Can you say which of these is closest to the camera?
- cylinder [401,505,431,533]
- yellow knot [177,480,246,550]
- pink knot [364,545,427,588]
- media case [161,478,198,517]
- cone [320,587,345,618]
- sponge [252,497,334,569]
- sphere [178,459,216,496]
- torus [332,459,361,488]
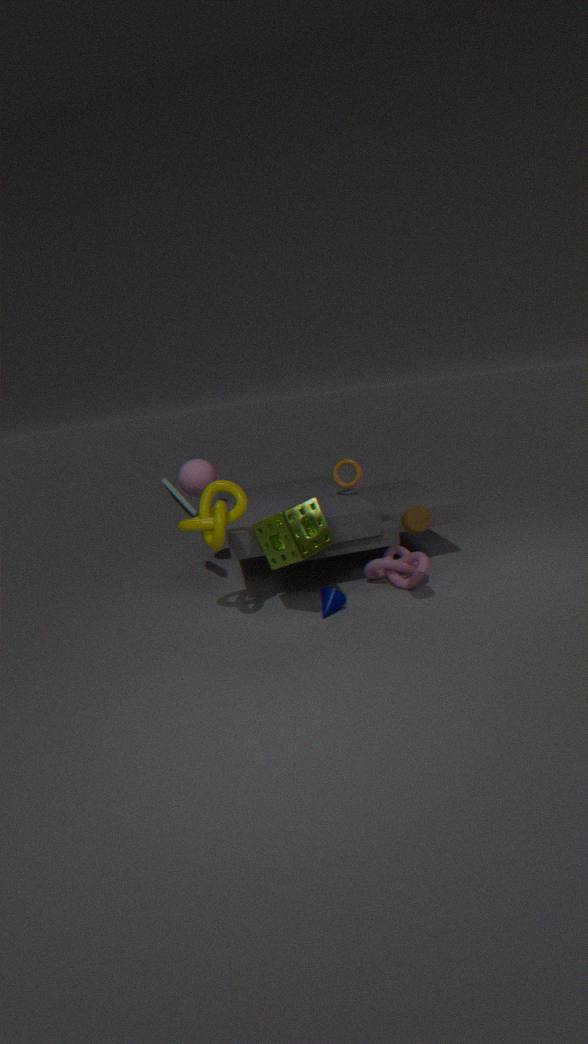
cylinder [401,505,431,533]
